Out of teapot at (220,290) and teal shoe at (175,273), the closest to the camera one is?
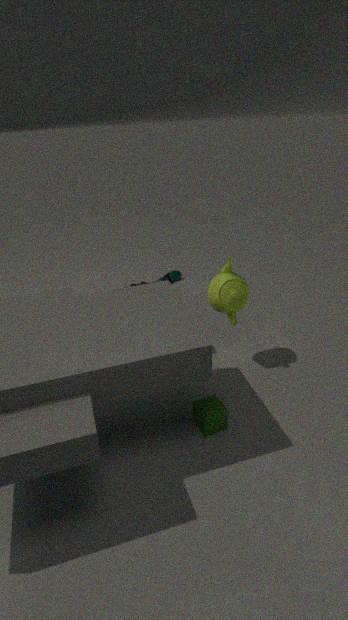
teapot at (220,290)
